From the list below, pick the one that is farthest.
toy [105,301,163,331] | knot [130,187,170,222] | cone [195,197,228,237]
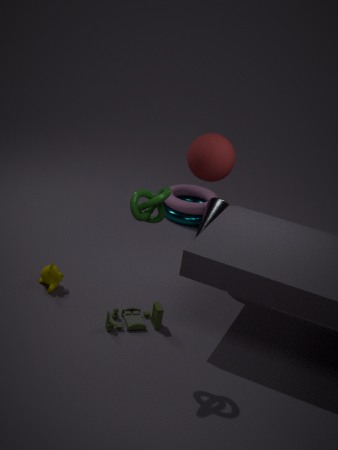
cone [195,197,228,237]
